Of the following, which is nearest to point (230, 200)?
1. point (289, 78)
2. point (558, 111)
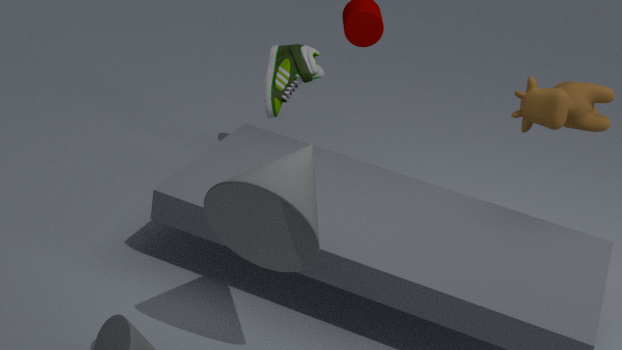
point (558, 111)
